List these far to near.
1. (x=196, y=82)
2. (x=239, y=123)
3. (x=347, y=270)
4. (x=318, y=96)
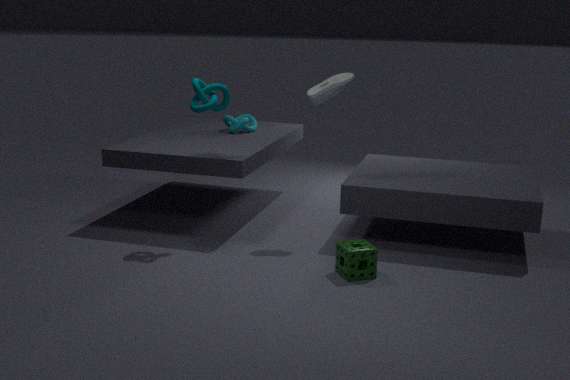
(x=239, y=123), (x=318, y=96), (x=196, y=82), (x=347, y=270)
